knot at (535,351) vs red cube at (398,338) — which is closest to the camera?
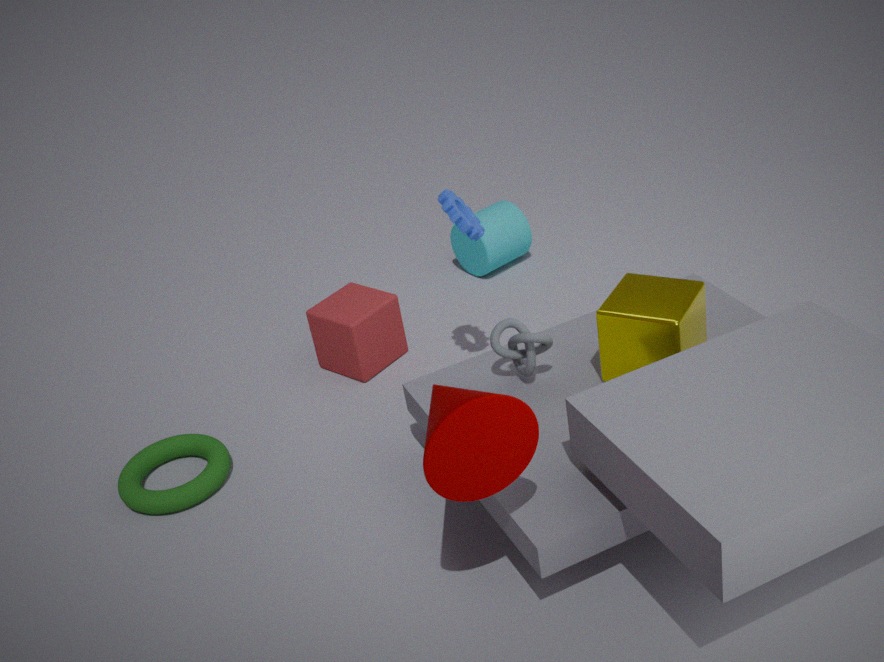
knot at (535,351)
